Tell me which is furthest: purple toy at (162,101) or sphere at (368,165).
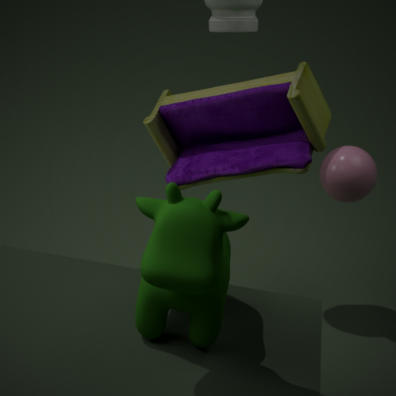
sphere at (368,165)
